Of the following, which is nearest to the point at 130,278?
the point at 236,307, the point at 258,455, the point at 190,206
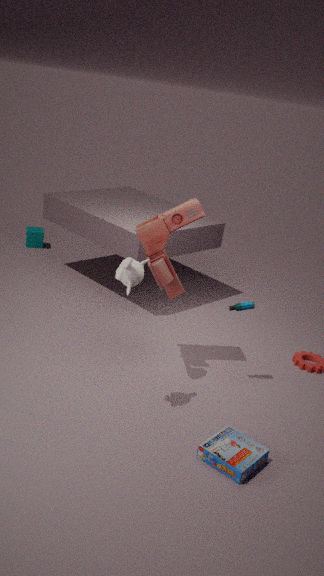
the point at 190,206
